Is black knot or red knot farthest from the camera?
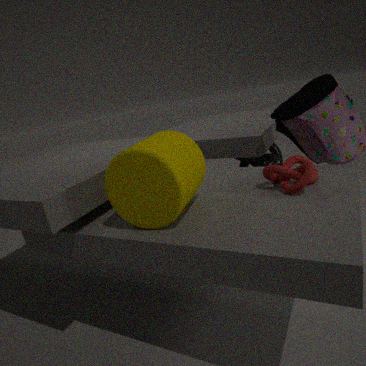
black knot
